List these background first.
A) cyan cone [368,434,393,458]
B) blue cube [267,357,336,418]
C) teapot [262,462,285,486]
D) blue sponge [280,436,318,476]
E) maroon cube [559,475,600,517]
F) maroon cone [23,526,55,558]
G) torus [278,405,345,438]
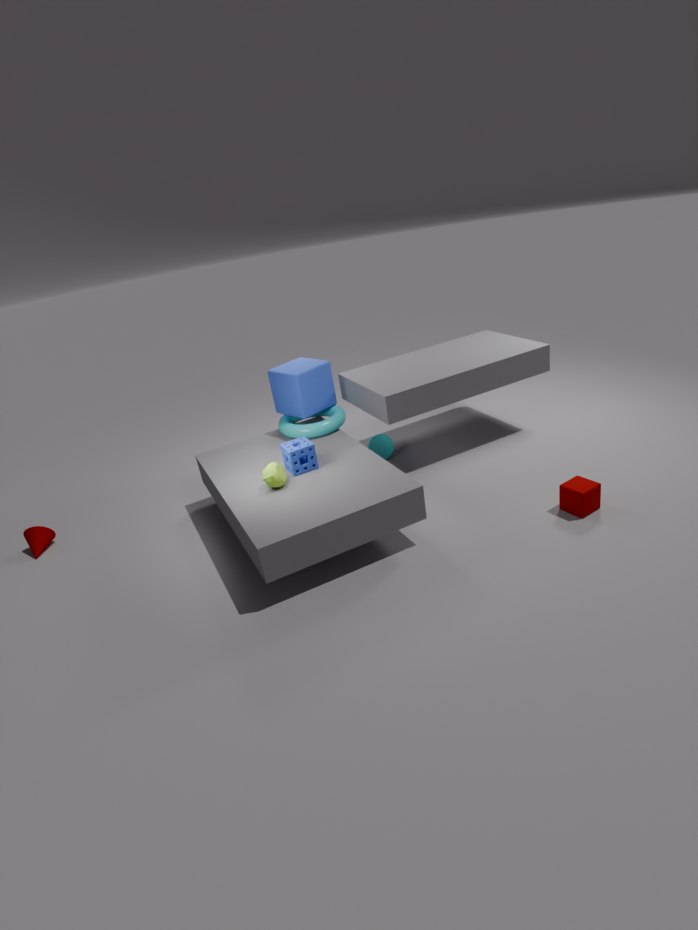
cyan cone [368,434,393,458] < blue cube [267,357,336,418] < torus [278,405,345,438] < maroon cone [23,526,55,558] < blue sponge [280,436,318,476] < teapot [262,462,285,486] < maroon cube [559,475,600,517]
